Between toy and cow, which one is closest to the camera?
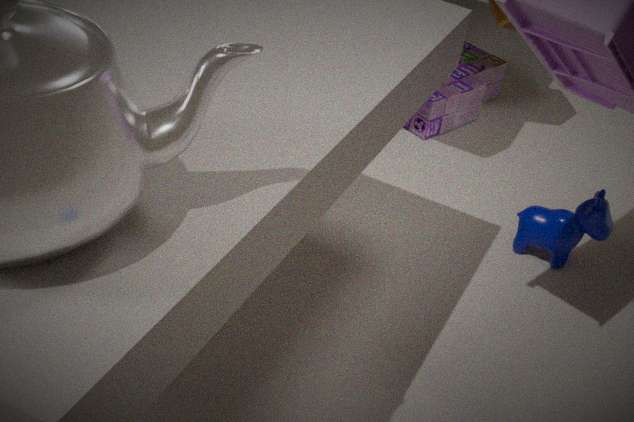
cow
